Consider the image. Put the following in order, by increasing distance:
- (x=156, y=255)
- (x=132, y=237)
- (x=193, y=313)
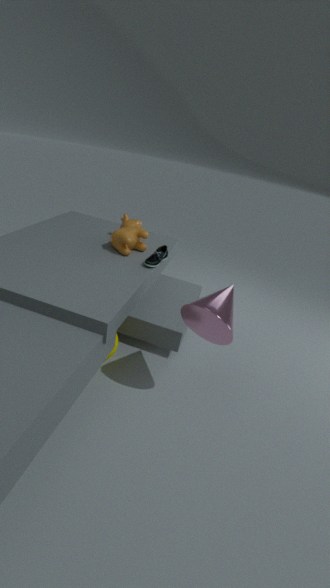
(x=193, y=313) < (x=156, y=255) < (x=132, y=237)
